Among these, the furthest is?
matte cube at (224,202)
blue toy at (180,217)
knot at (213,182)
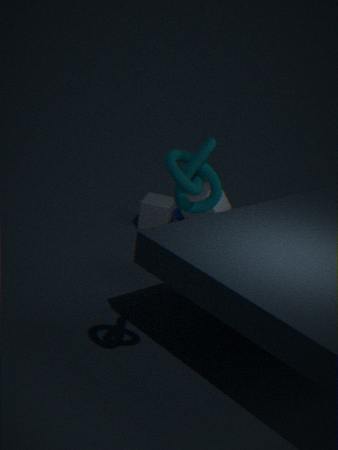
blue toy at (180,217)
